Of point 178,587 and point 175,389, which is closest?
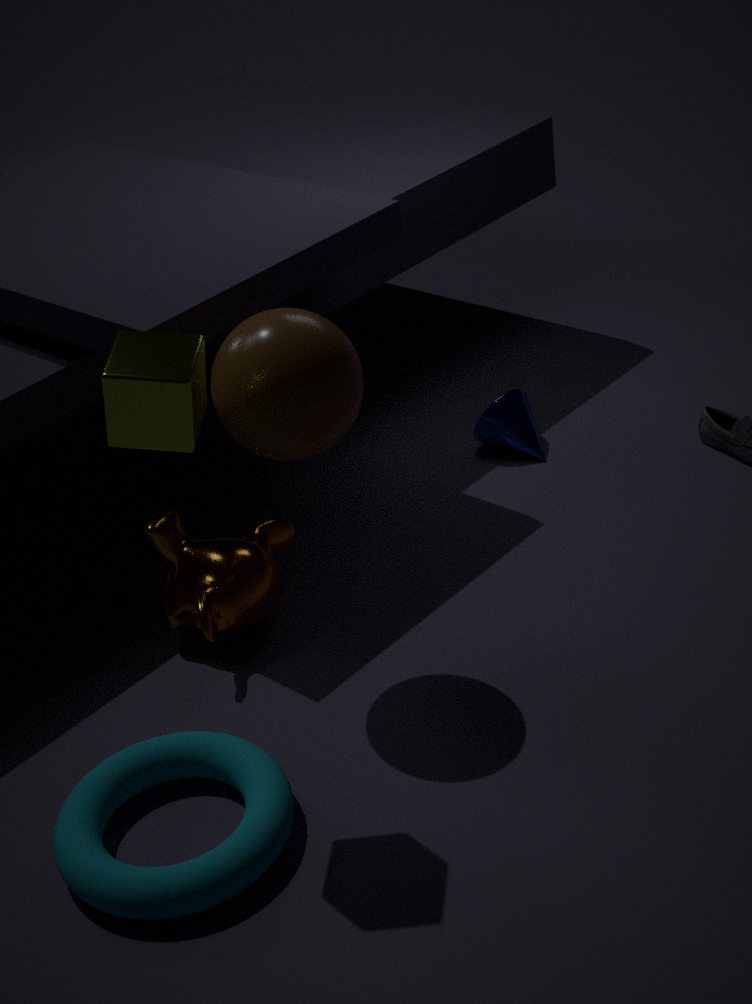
point 175,389
